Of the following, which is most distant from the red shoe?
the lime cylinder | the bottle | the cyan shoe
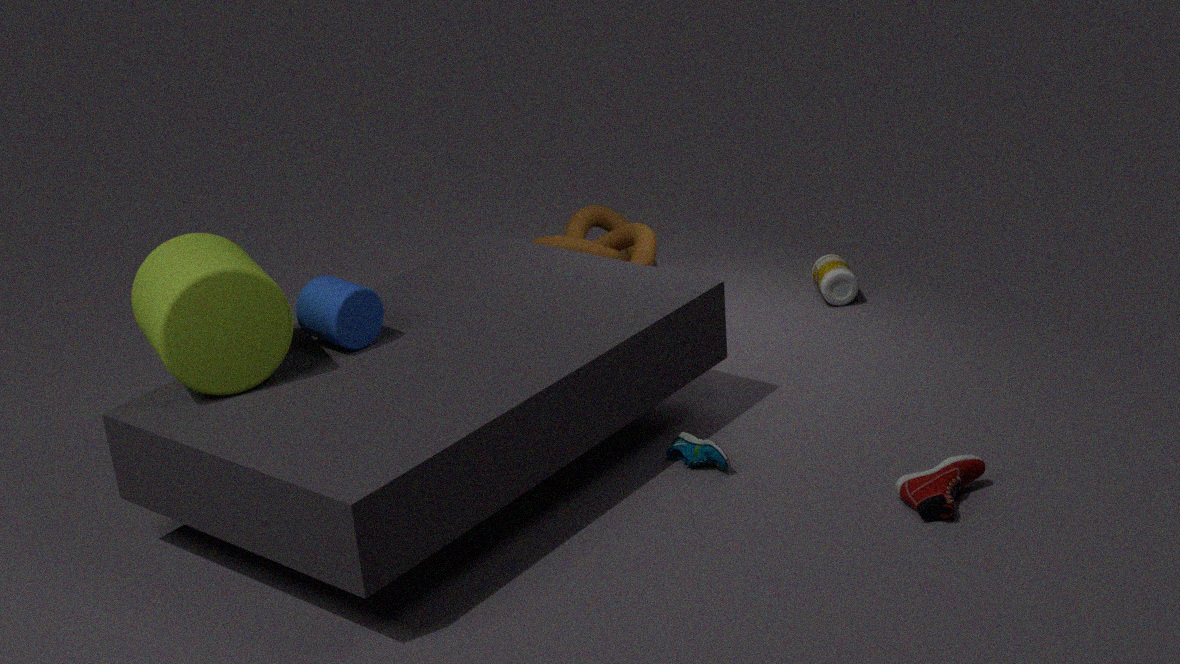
the lime cylinder
